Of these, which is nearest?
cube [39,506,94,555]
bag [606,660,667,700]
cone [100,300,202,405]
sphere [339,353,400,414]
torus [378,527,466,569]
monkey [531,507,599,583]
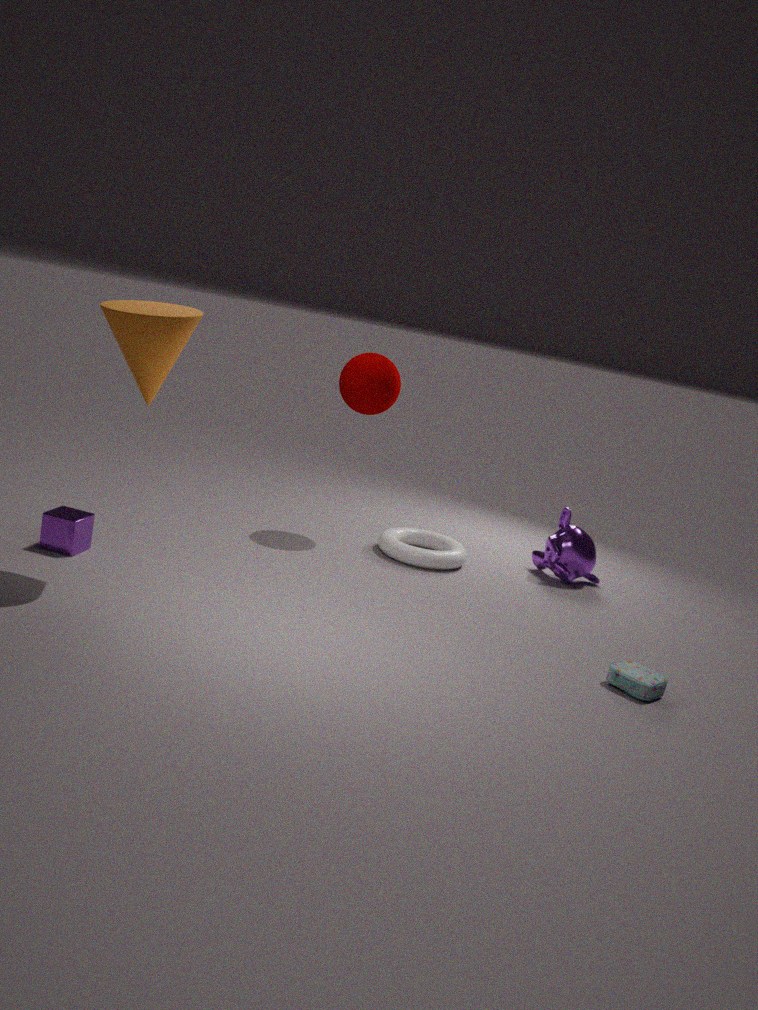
cone [100,300,202,405]
